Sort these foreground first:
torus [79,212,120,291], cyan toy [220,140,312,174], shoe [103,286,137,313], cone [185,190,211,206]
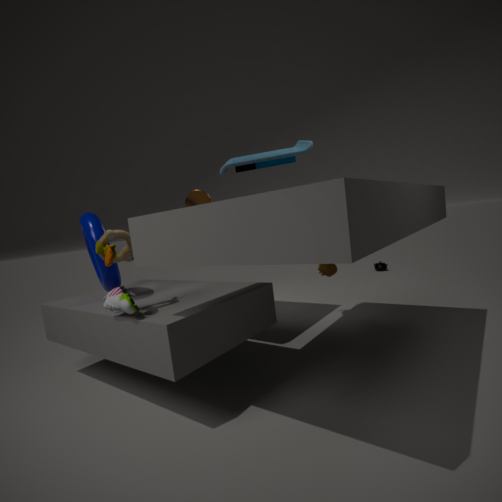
cyan toy [220,140,312,174] < shoe [103,286,137,313] < torus [79,212,120,291] < cone [185,190,211,206]
